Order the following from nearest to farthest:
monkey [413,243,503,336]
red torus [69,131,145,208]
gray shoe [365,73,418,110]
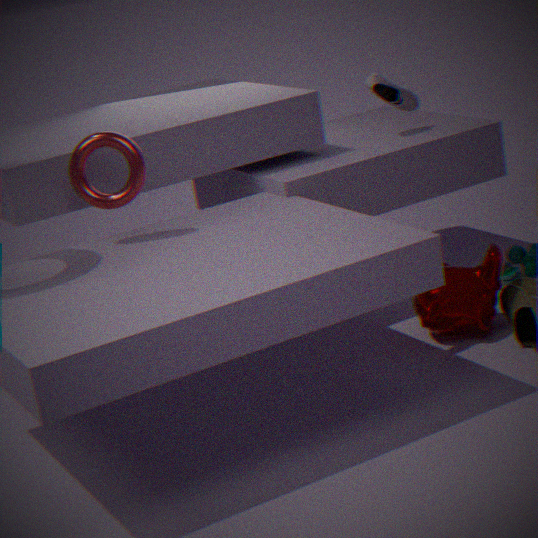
red torus [69,131,145,208] → monkey [413,243,503,336] → gray shoe [365,73,418,110]
